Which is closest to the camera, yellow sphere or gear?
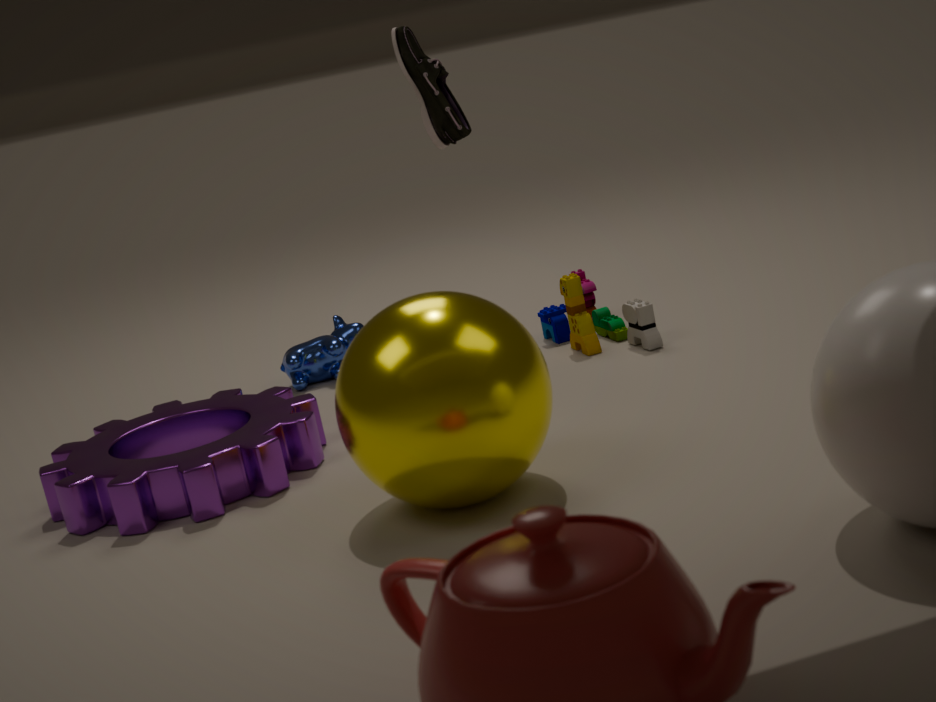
yellow sphere
